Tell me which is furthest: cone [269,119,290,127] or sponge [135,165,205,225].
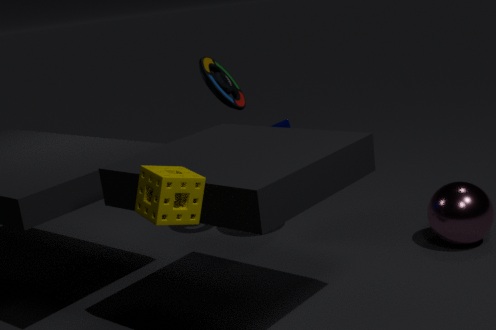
cone [269,119,290,127]
